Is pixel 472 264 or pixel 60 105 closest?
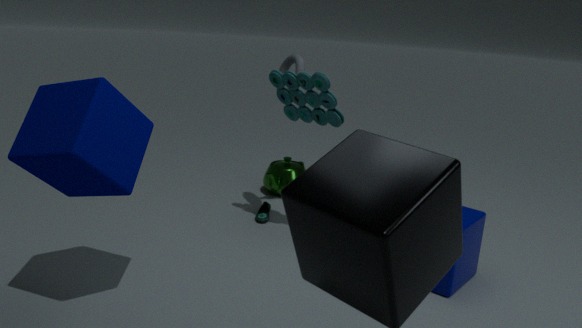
pixel 60 105
